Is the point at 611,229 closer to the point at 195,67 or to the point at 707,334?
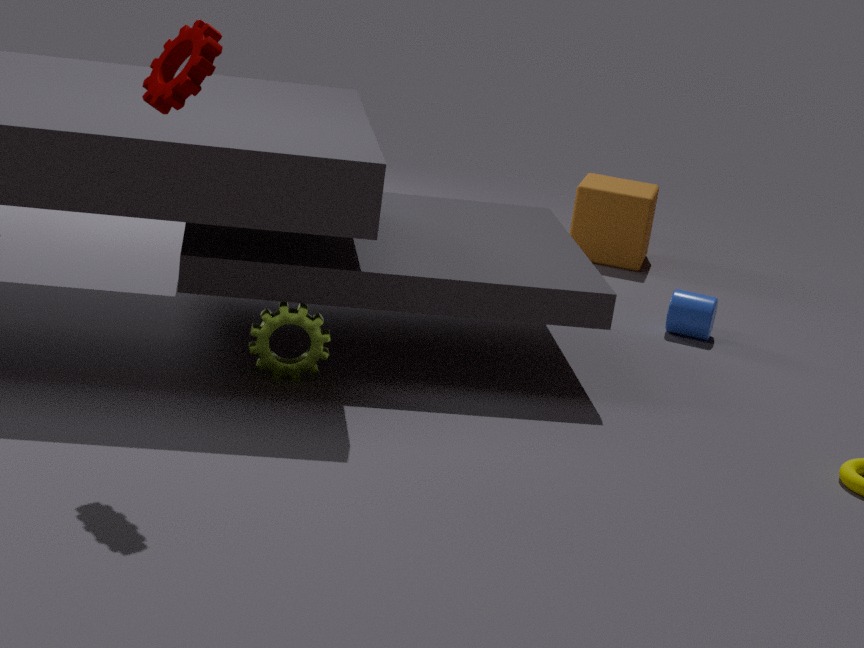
the point at 707,334
